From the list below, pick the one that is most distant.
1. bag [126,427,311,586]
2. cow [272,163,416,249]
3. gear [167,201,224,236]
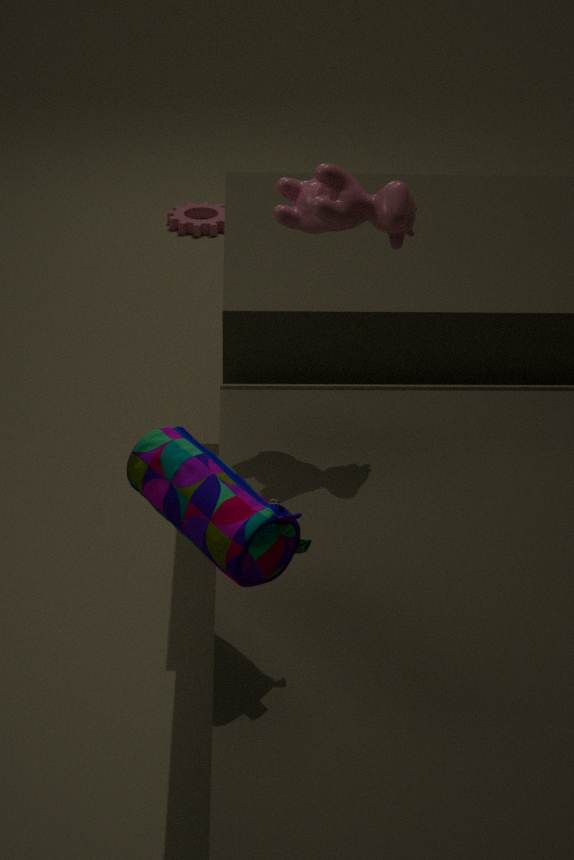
gear [167,201,224,236]
